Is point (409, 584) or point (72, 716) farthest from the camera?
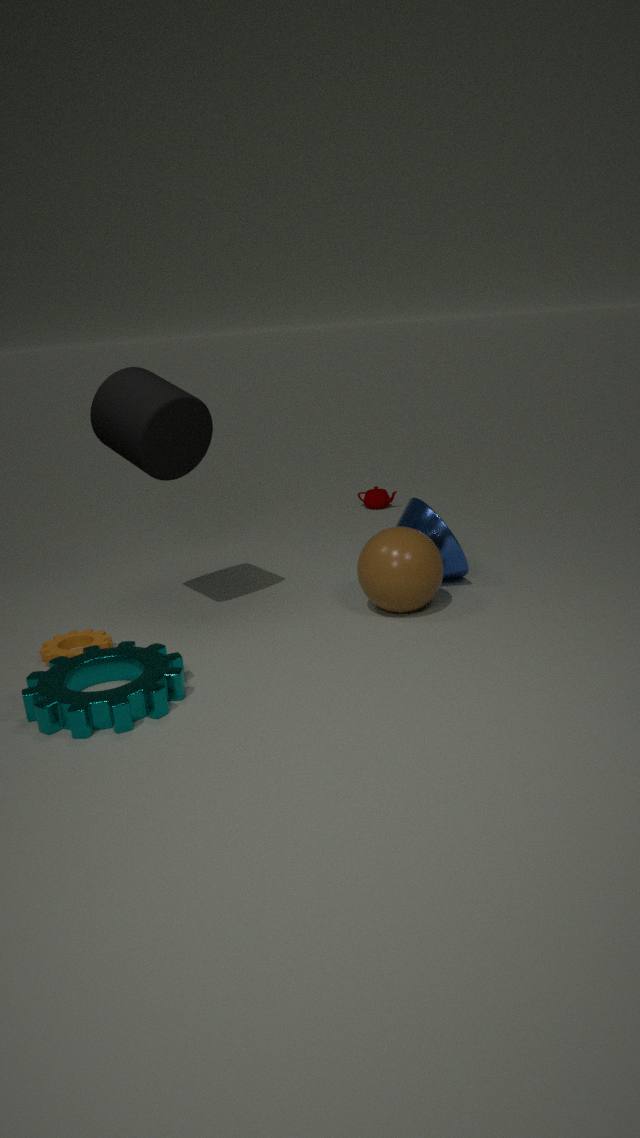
point (409, 584)
